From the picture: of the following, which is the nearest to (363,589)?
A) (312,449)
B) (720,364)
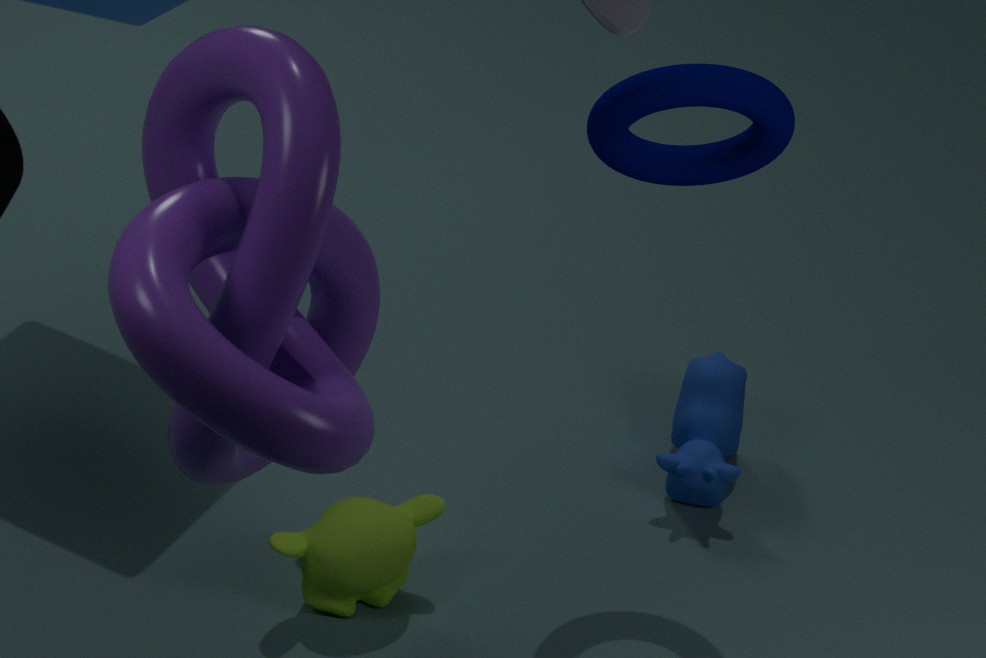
(720,364)
